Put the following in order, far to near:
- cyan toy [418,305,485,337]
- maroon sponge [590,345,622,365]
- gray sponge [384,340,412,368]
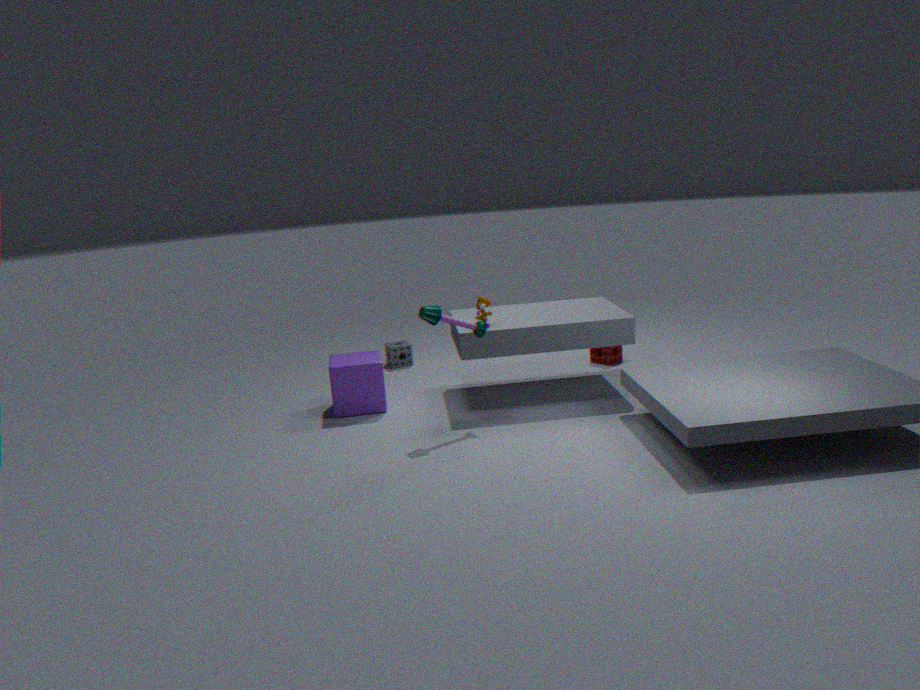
1. gray sponge [384,340,412,368]
2. maroon sponge [590,345,622,365]
3. cyan toy [418,305,485,337]
